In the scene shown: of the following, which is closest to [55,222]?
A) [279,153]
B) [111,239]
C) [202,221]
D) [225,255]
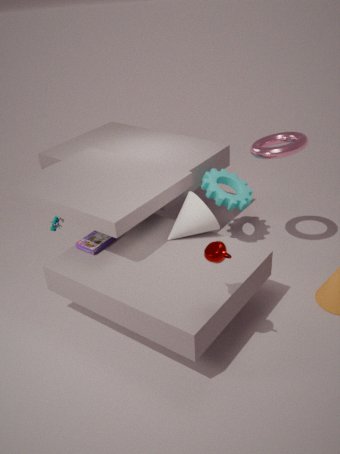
[111,239]
